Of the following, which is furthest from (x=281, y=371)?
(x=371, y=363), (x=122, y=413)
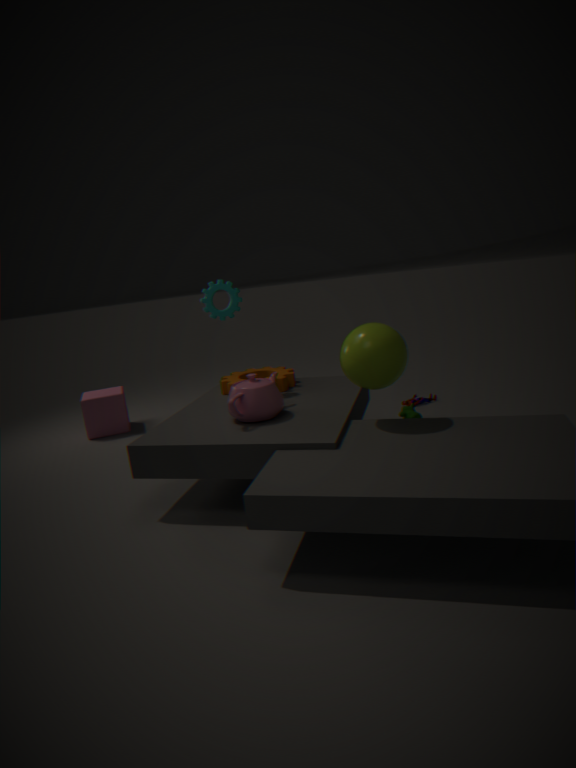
(x=122, y=413)
